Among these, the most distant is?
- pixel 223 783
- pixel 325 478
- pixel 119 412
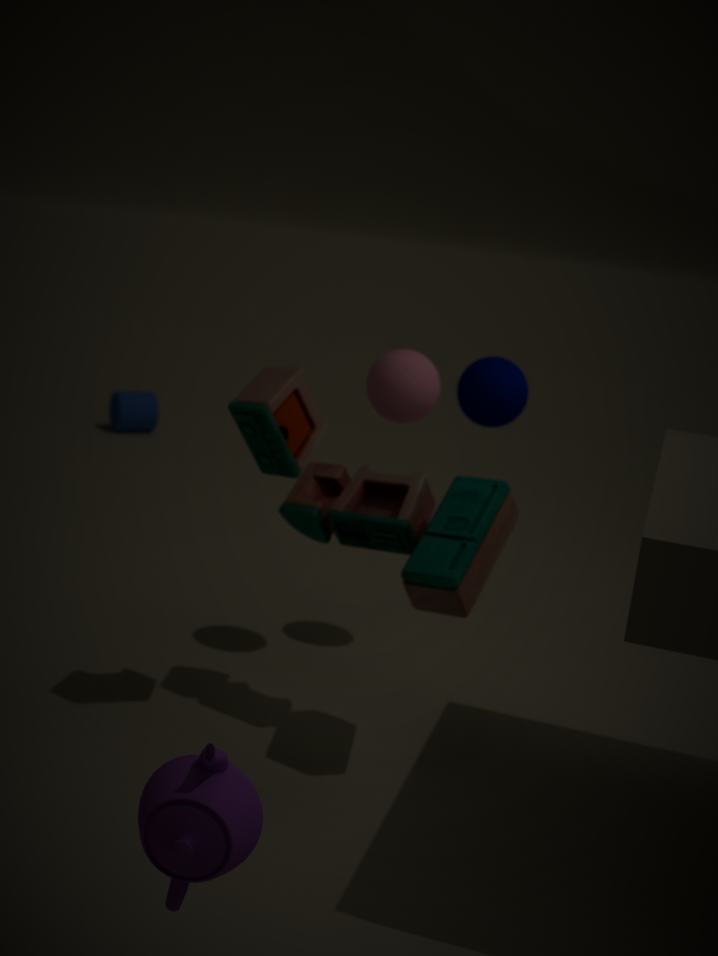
pixel 119 412
